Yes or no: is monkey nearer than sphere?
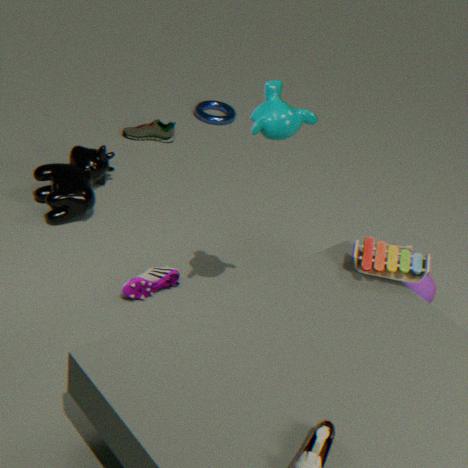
Yes
